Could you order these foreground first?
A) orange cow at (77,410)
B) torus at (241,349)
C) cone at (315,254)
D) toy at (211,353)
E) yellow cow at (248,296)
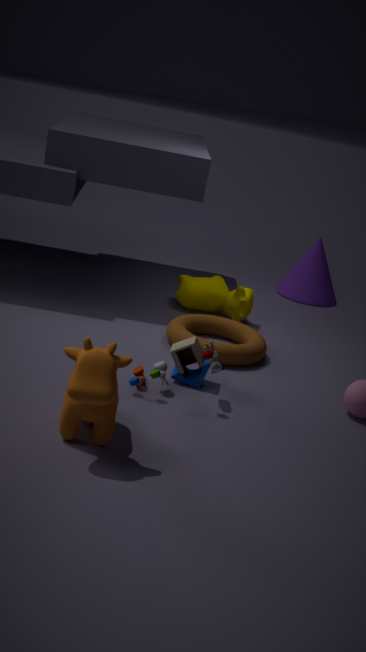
orange cow at (77,410) < toy at (211,353) < torus at (241,349) < yellow cow at (248,296) < cone at (315,254)
